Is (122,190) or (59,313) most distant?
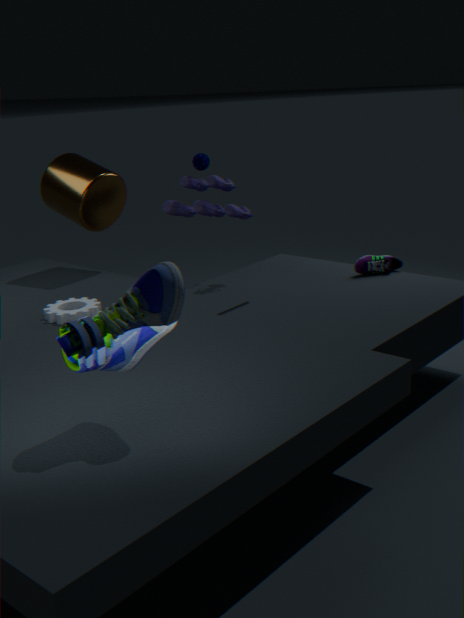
(122,190)
